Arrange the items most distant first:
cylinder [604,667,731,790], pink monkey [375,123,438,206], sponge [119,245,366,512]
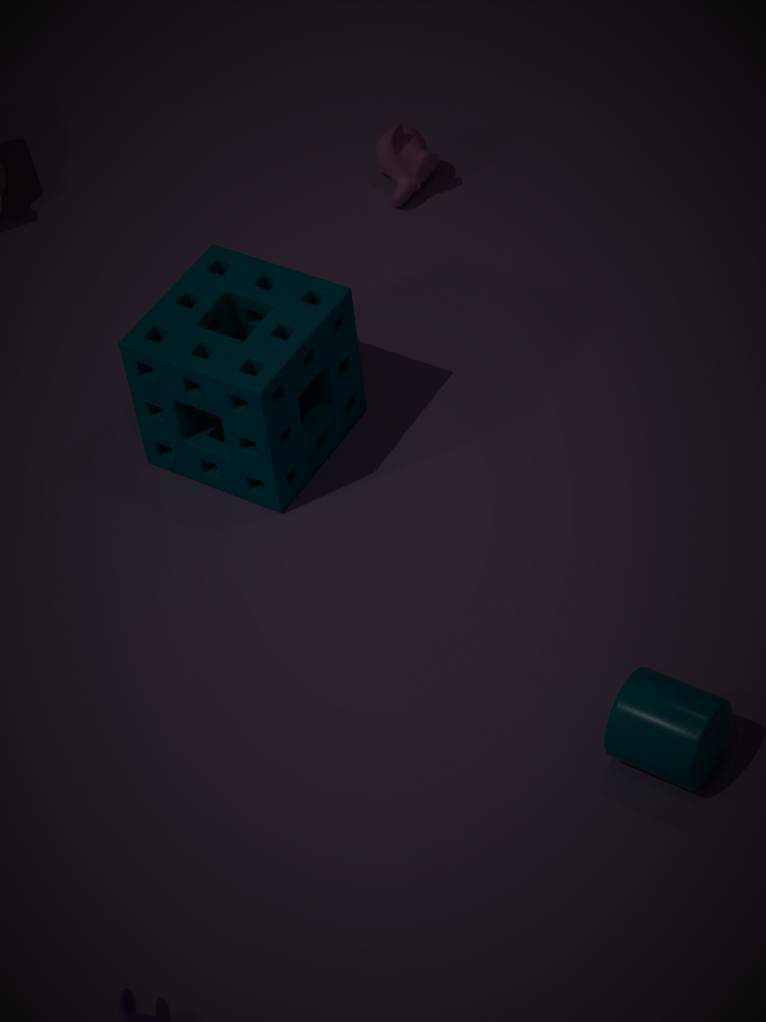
pink monkey [375,123,438,206] → sponge [119,245,366,512] → cylinder [604,667,731,790]
